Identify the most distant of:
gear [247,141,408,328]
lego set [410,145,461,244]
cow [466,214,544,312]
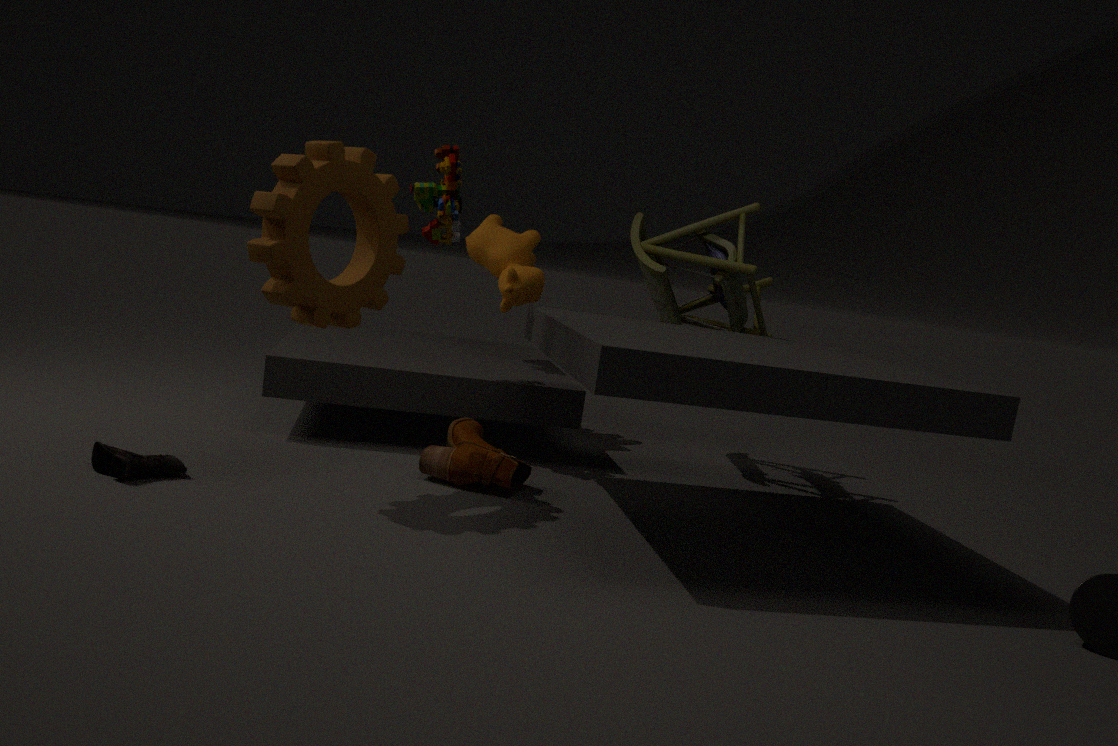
cow [466,214,544,312]
